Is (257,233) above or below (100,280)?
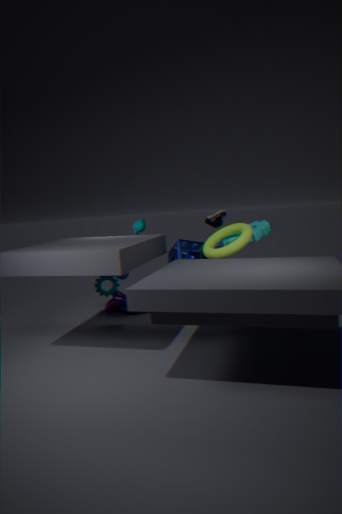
above
